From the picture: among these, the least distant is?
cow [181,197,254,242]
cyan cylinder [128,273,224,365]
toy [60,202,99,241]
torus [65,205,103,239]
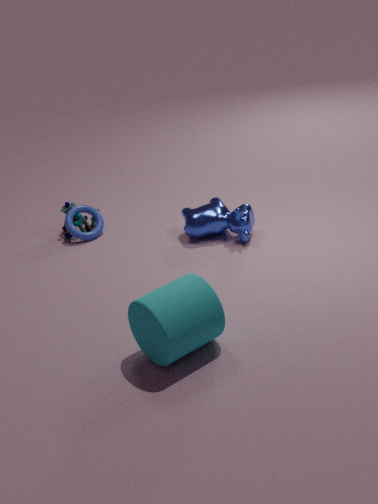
cyan cylinder [128,273,224,365]
